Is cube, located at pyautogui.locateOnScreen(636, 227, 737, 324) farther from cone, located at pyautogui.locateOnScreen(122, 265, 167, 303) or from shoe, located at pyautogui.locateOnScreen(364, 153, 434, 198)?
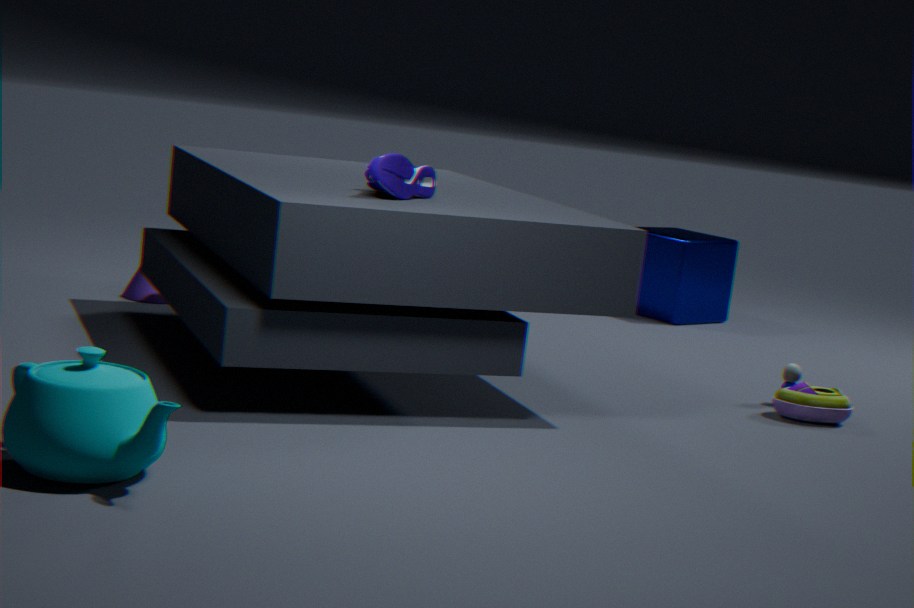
shoe, located at pyautogui.locateOnScreen(364, 153, 434, 198)
